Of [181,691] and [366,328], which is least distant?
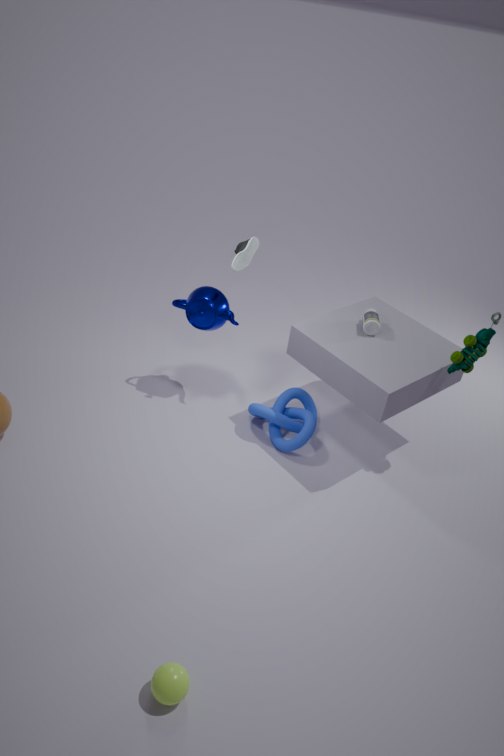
[181,691]
